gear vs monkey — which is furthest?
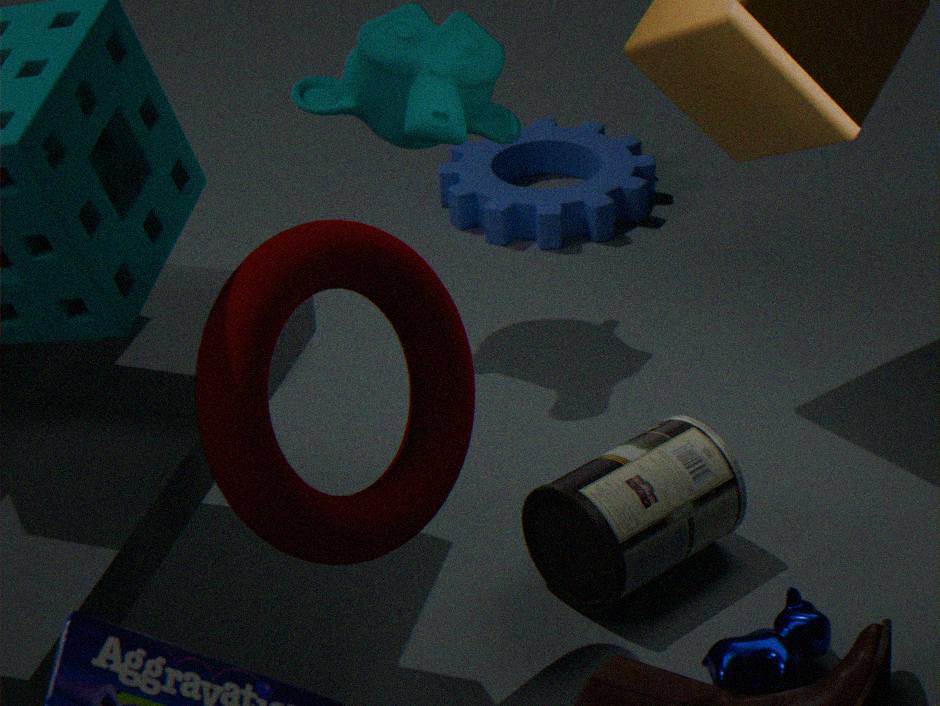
gear
